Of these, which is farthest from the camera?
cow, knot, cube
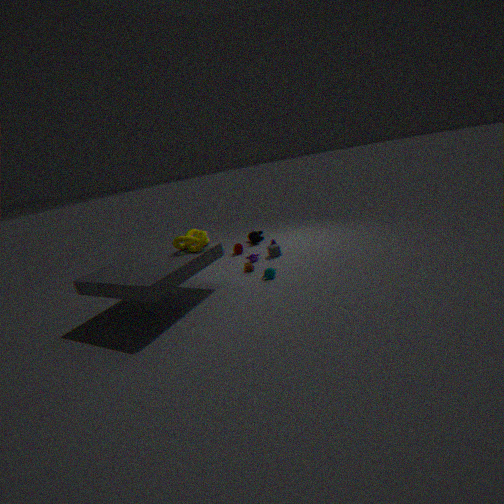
cow
